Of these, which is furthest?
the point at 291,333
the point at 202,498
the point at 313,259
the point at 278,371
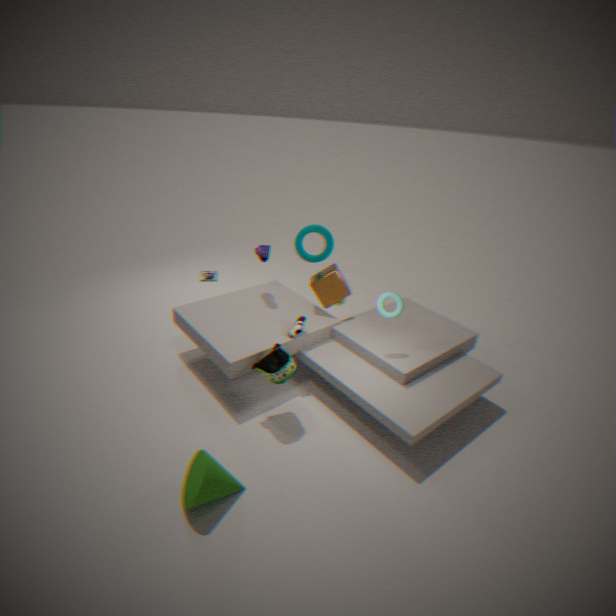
the point at 313,259
